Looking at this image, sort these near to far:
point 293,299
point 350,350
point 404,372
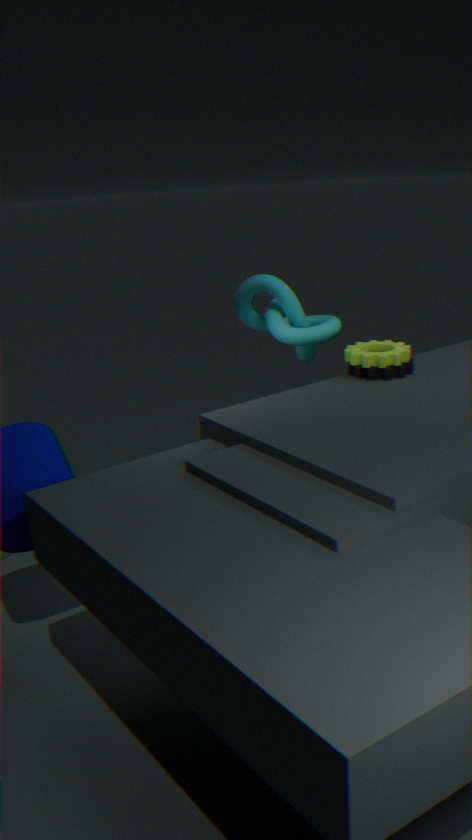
point 404,372 < point 350,350 < point 293,299
